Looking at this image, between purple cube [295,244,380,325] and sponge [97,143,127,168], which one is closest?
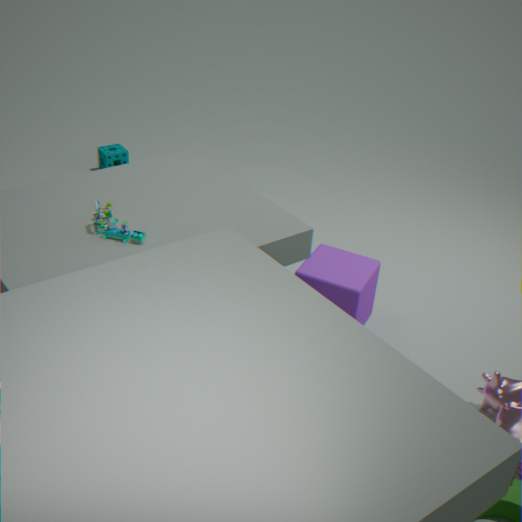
purple cube [295,244,380,325]
